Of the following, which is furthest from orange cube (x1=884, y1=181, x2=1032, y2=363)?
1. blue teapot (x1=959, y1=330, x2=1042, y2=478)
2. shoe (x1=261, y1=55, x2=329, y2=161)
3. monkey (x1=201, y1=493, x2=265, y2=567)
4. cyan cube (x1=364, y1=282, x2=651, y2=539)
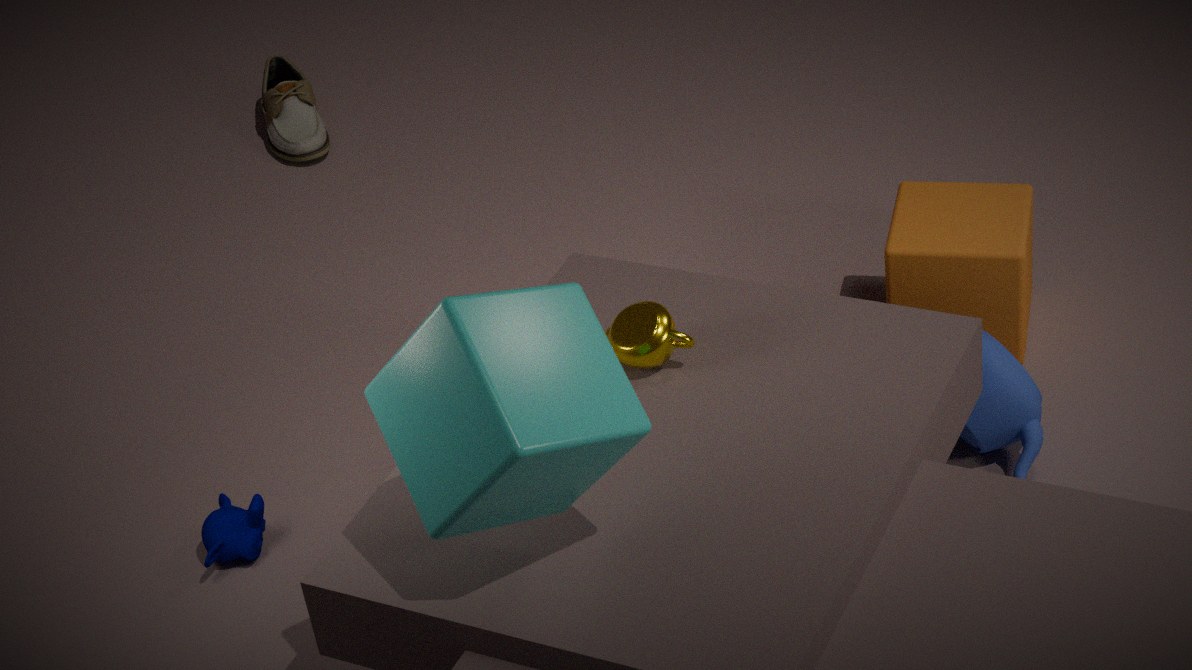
shoe (x1=261, y1=55, x2=329, y2=161)
